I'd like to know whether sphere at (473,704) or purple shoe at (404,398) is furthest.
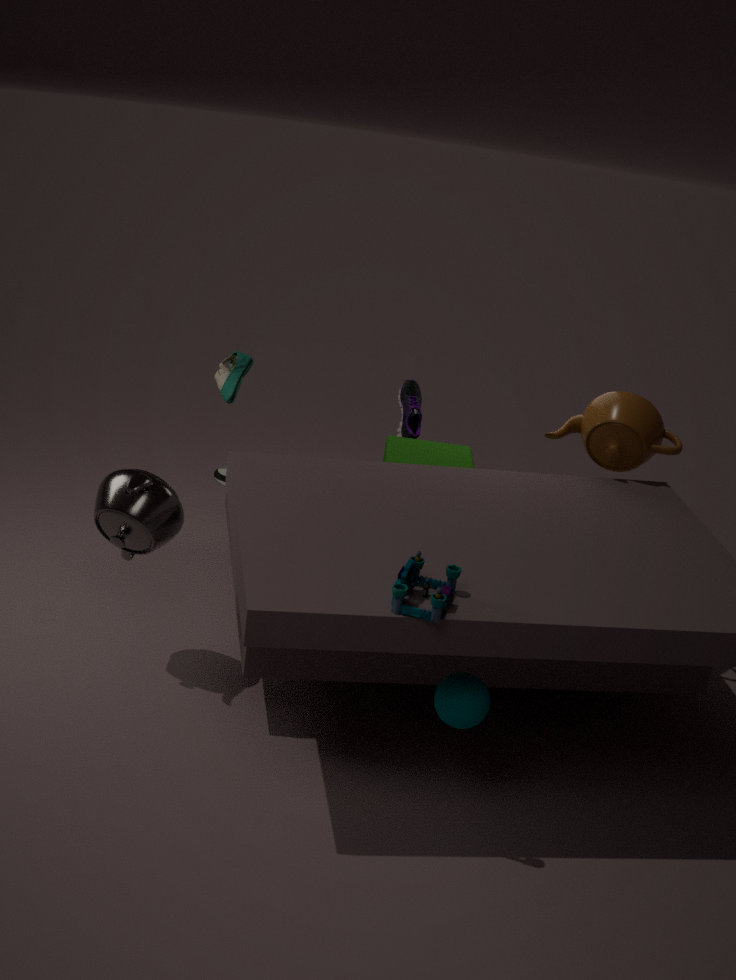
purple shoe at (404,398)
